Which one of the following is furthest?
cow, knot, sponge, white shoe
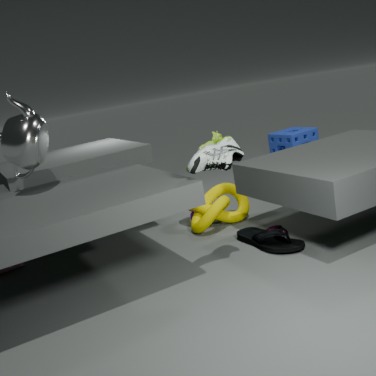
sponge
